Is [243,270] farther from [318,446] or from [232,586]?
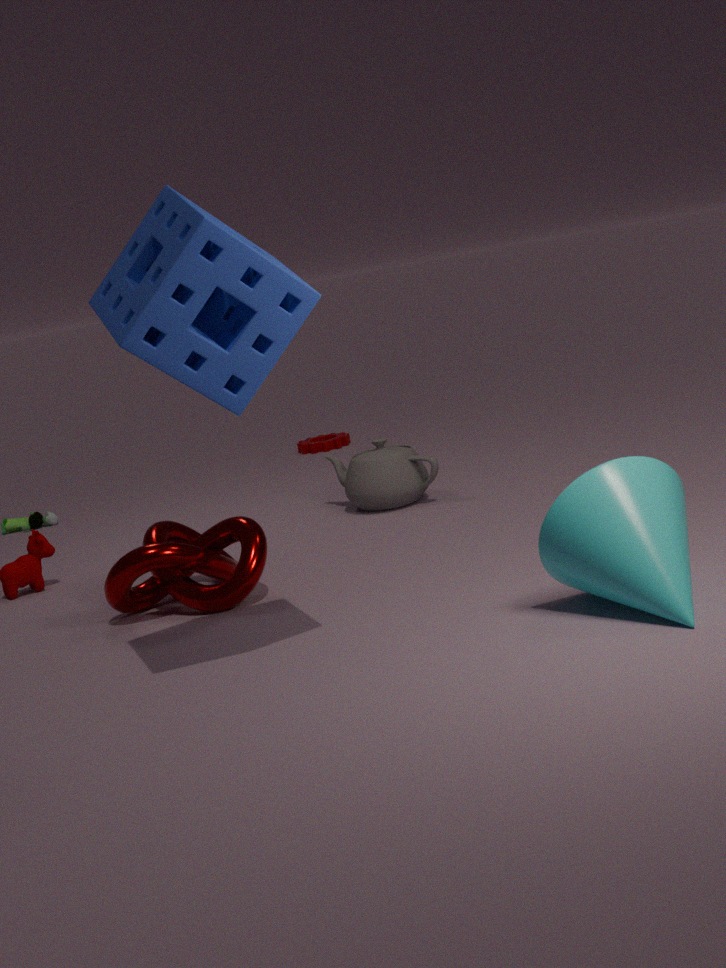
[318,446]
